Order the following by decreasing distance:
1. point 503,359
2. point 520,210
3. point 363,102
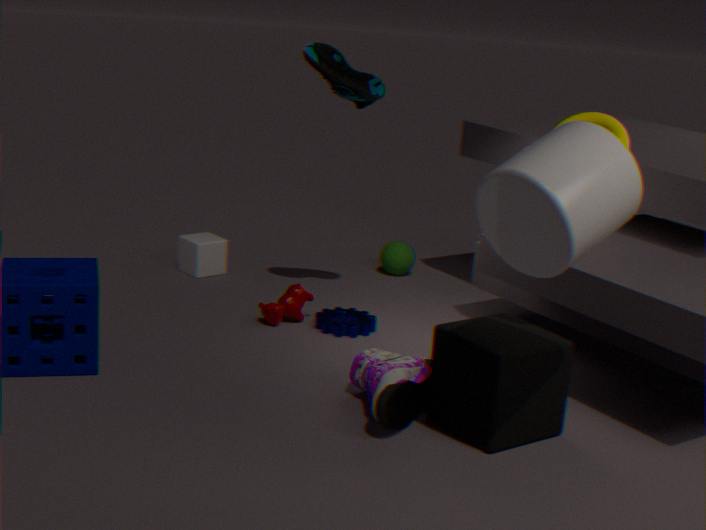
point 363,102 < point 503,359 < point 520,210
